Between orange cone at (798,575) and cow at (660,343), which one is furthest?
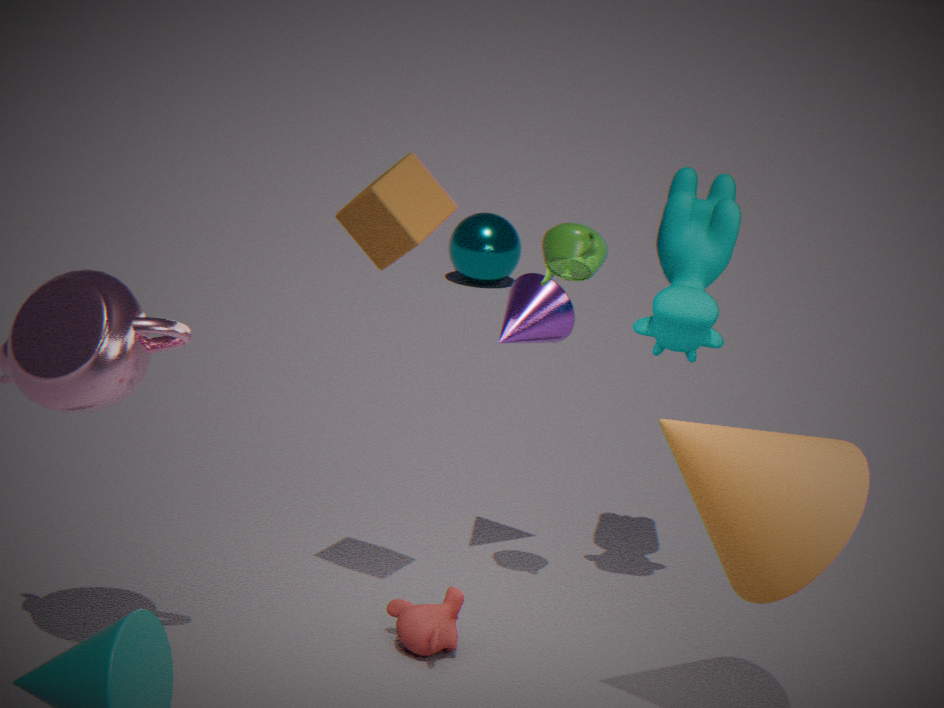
cow at (660,343)
